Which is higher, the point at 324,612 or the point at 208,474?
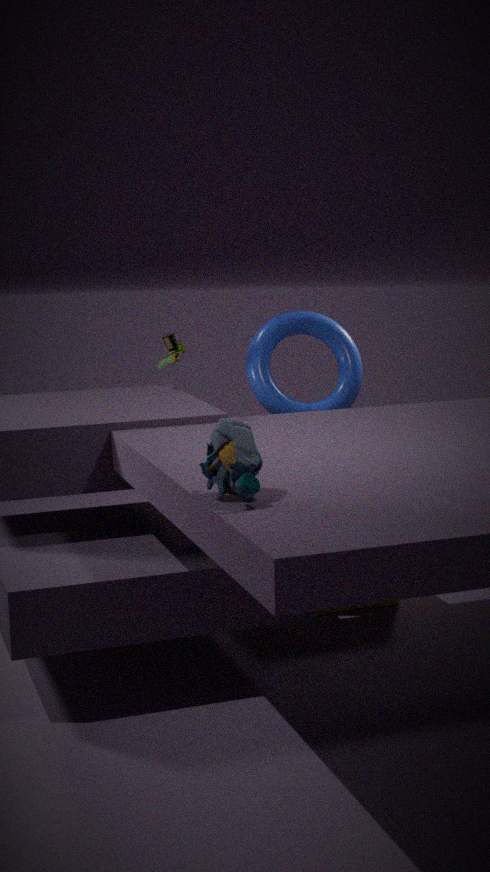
the point at 208,474
